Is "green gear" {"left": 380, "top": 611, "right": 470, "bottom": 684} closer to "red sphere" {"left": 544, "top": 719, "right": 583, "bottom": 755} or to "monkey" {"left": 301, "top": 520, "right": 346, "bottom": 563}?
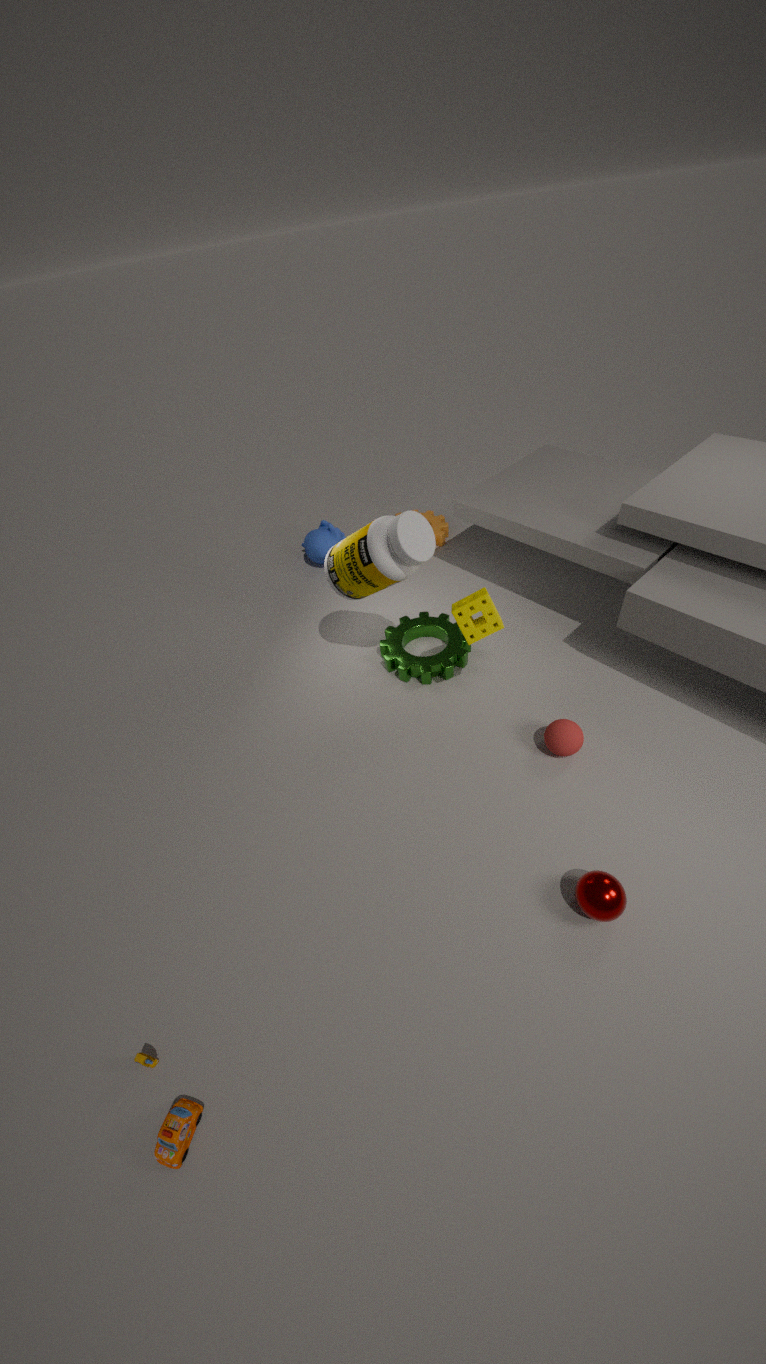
"red sphere" {"left": 544, "top": 719, "right": 583, "bottom": 755}
